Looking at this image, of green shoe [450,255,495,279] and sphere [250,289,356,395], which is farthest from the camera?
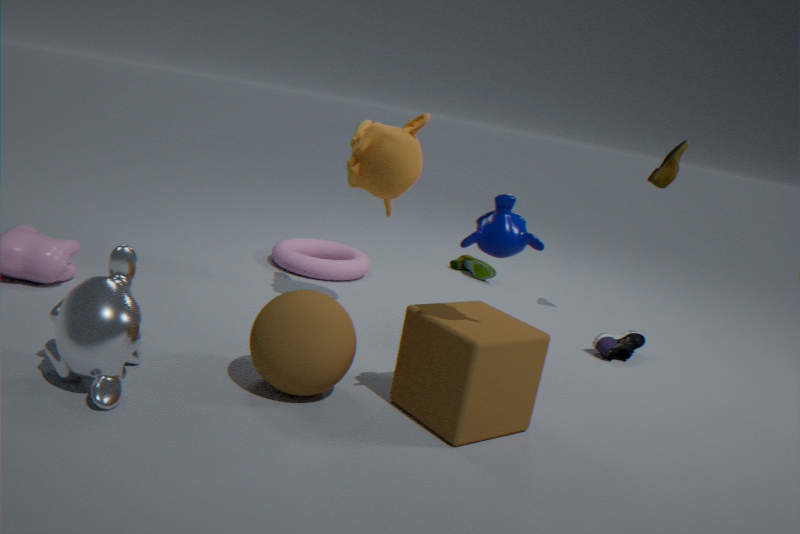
green shoe [450,255,495,279]
